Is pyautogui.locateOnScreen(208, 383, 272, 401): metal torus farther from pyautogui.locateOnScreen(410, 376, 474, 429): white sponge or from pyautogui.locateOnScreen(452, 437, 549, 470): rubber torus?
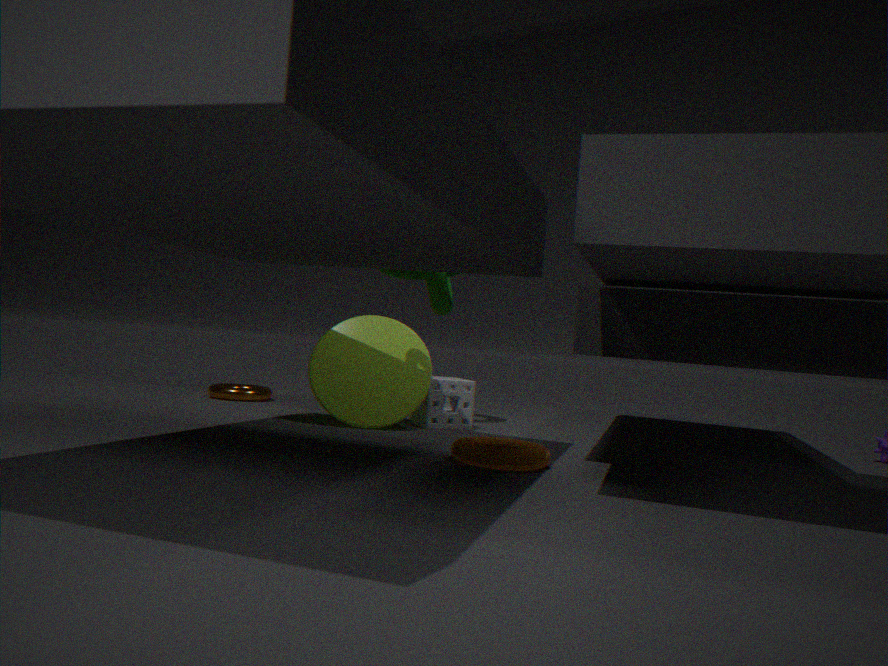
pyautogui.locateOnScreen(452, 437, 549, 470): rubber torus
